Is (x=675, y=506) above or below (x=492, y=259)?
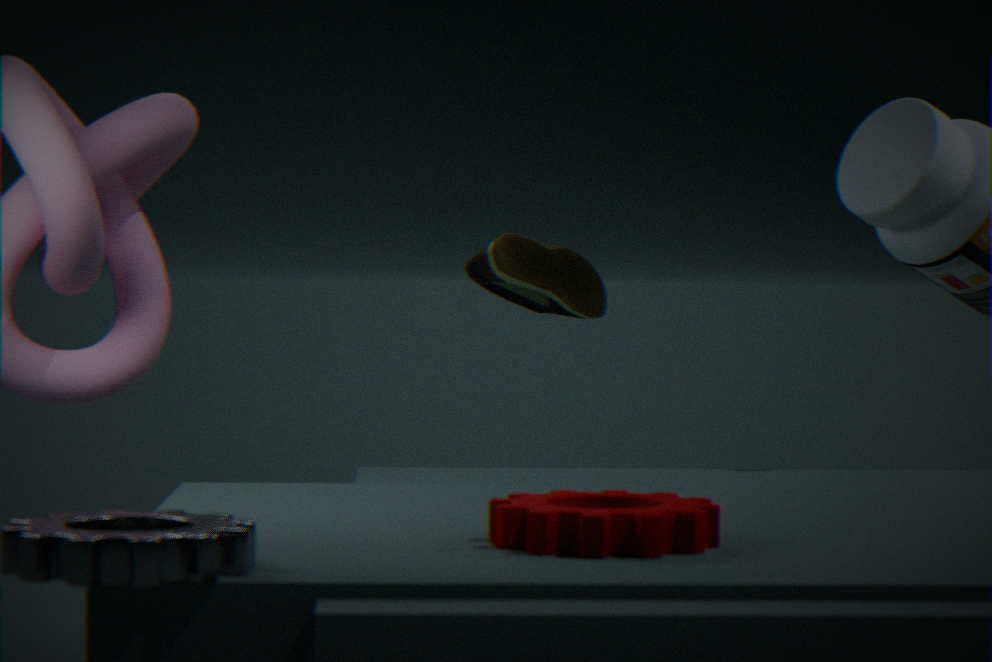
below
